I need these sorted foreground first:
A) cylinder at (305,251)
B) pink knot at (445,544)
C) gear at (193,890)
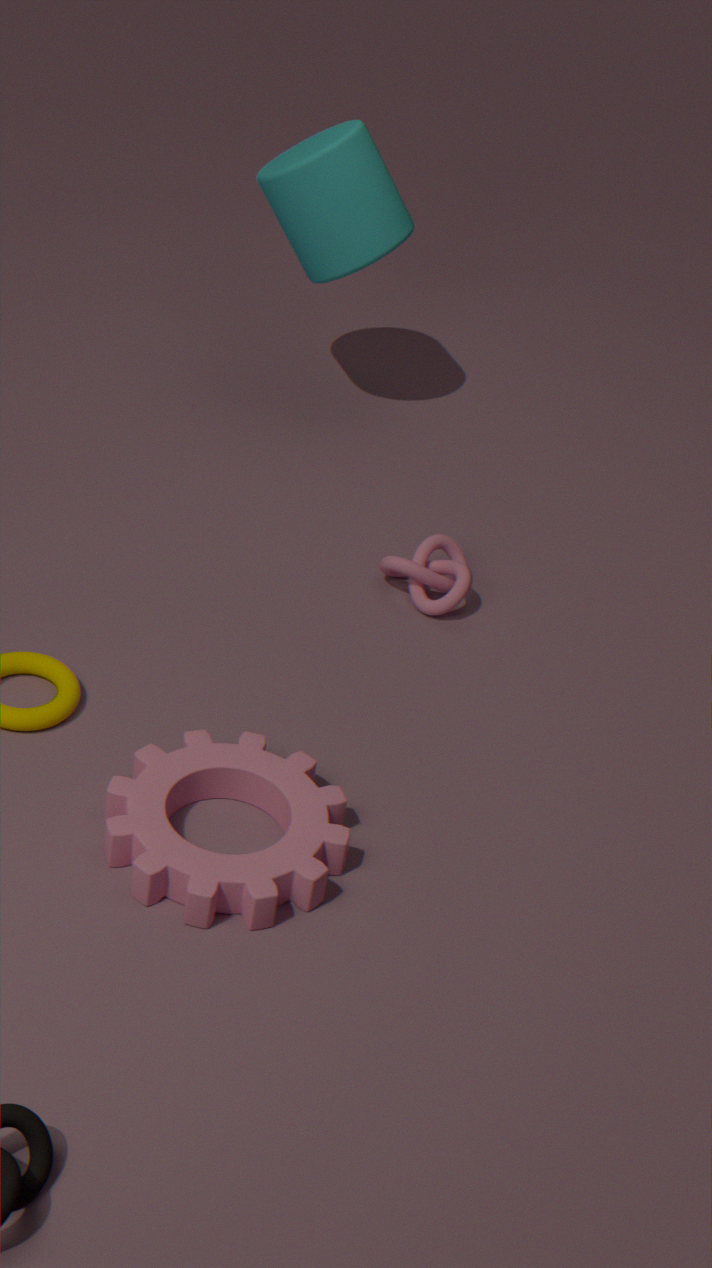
gear at (193,890) < pink knot at (445,544) < cylinder at (305,251)
